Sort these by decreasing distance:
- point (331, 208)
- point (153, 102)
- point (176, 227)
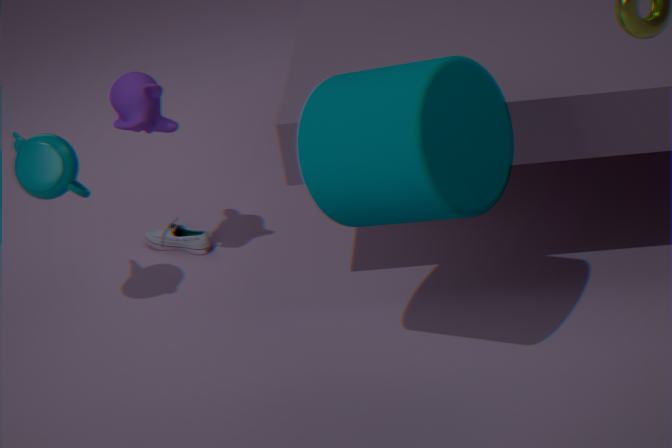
point (176, 227)
point (153, 102)
point (331, 208)
